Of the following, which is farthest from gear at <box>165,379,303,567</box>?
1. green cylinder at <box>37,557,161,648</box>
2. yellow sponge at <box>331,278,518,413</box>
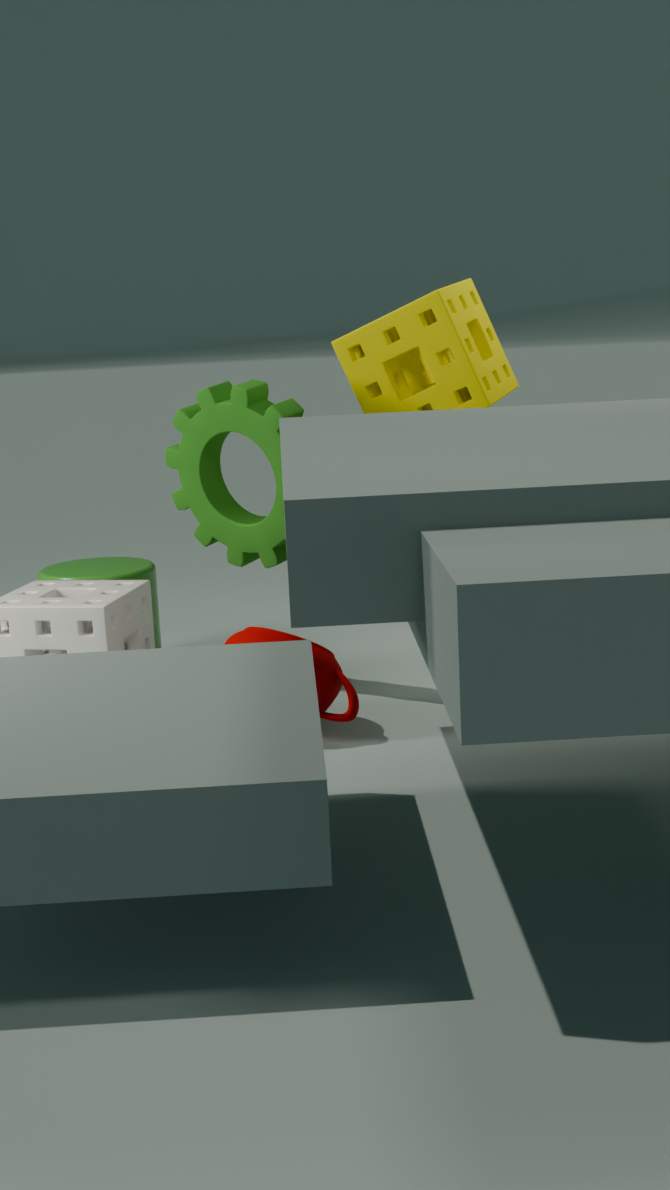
yellow sponge at <box>331,278,518,413</box>
